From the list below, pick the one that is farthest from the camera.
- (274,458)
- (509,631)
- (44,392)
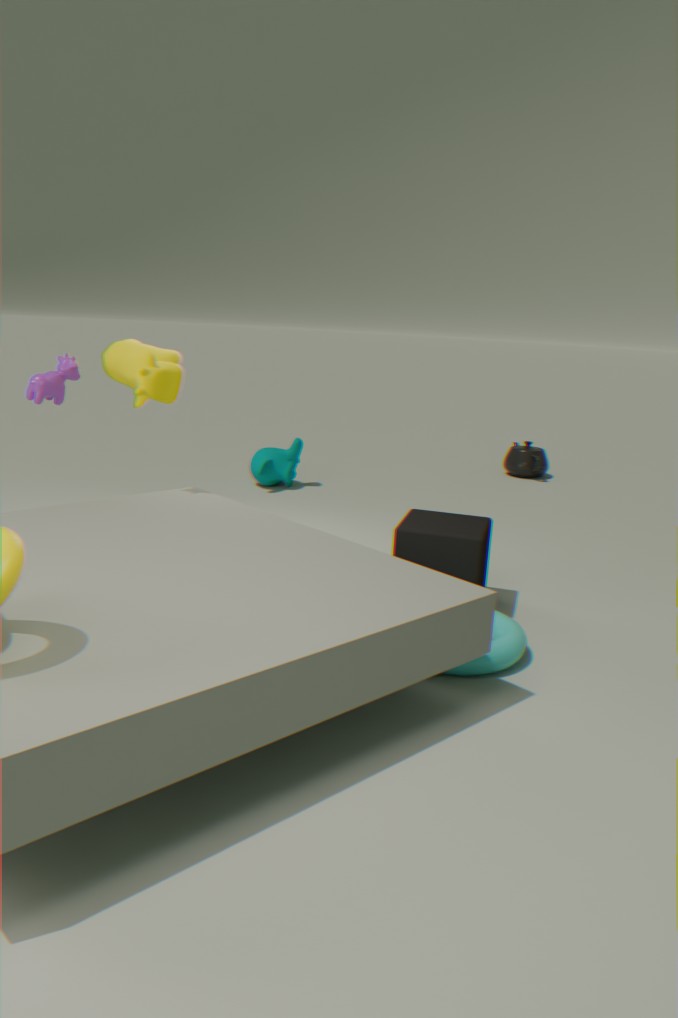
(274,458)
